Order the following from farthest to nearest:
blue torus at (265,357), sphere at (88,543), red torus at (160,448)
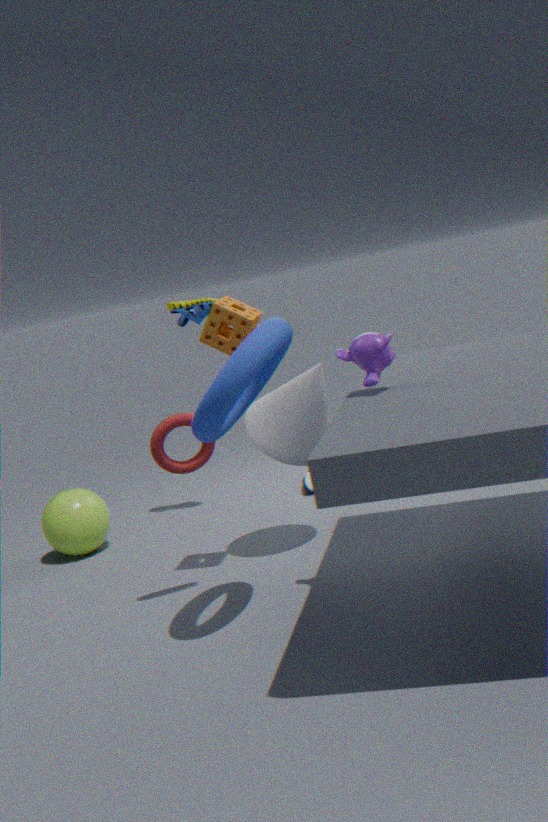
1. sphere at (88,543)
2. red torus at (160,448)
3. blue torus at (265,357)
